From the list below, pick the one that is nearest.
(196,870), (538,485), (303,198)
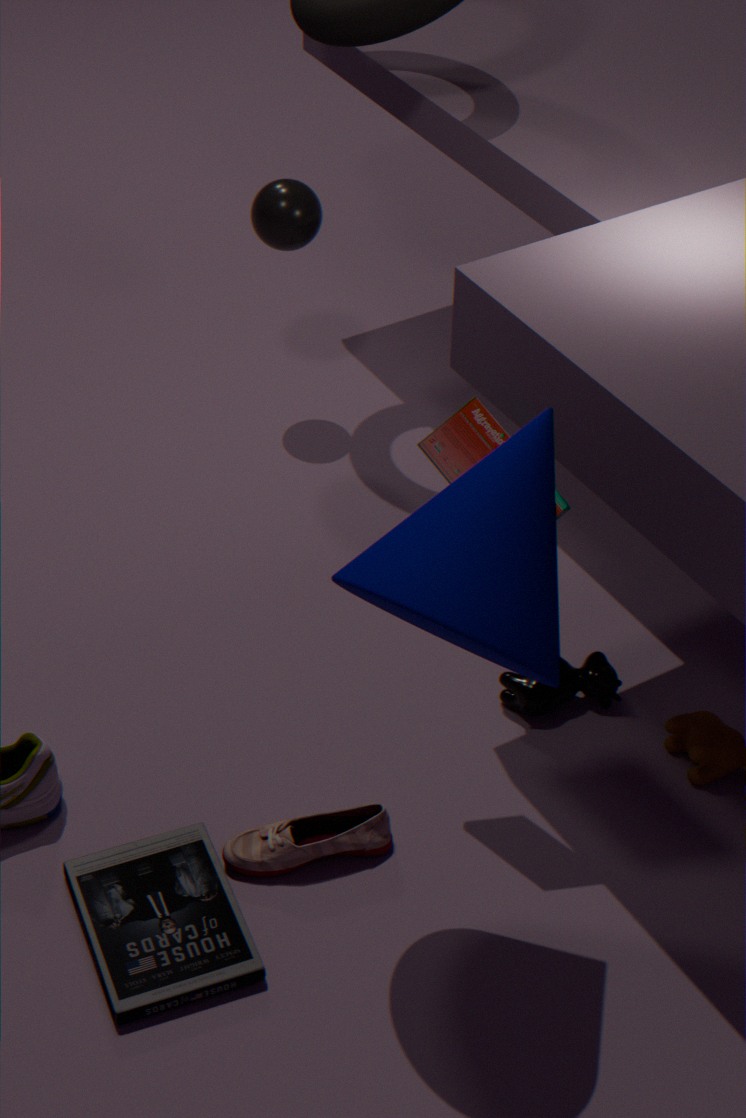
(538,485)
